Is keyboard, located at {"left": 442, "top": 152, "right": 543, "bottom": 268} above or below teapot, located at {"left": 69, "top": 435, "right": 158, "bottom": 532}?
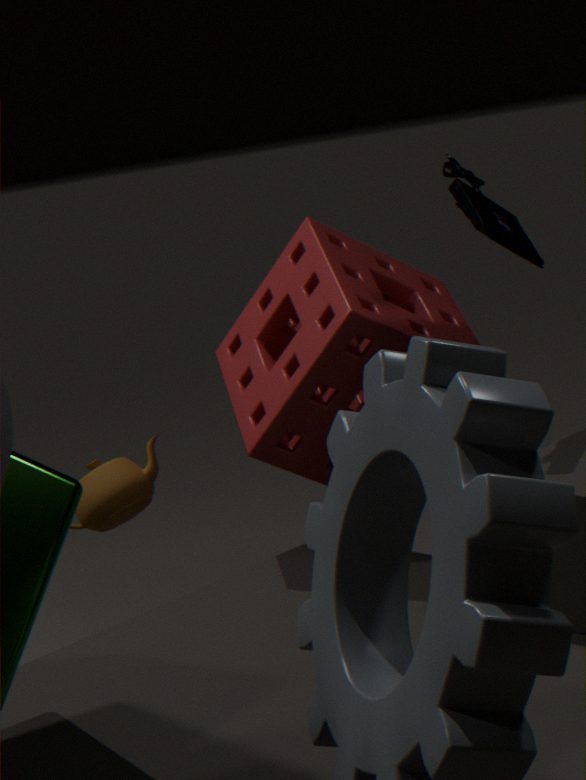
above
